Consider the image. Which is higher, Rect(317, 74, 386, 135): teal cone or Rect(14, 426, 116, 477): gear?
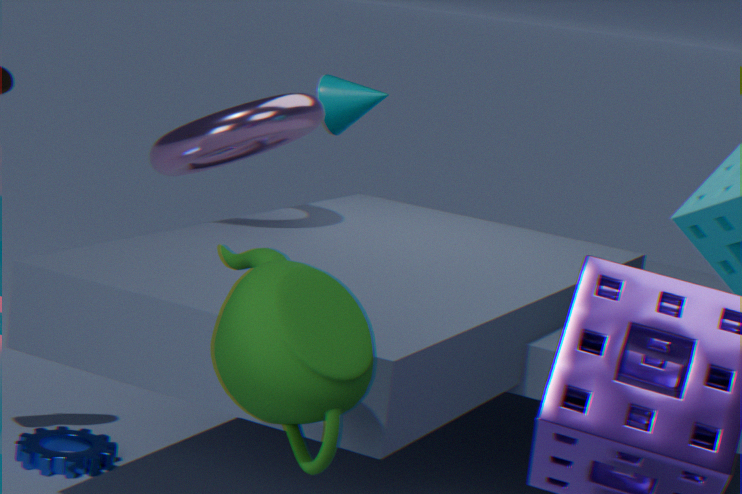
Rect(317, 74, 386, 135): teal cone
